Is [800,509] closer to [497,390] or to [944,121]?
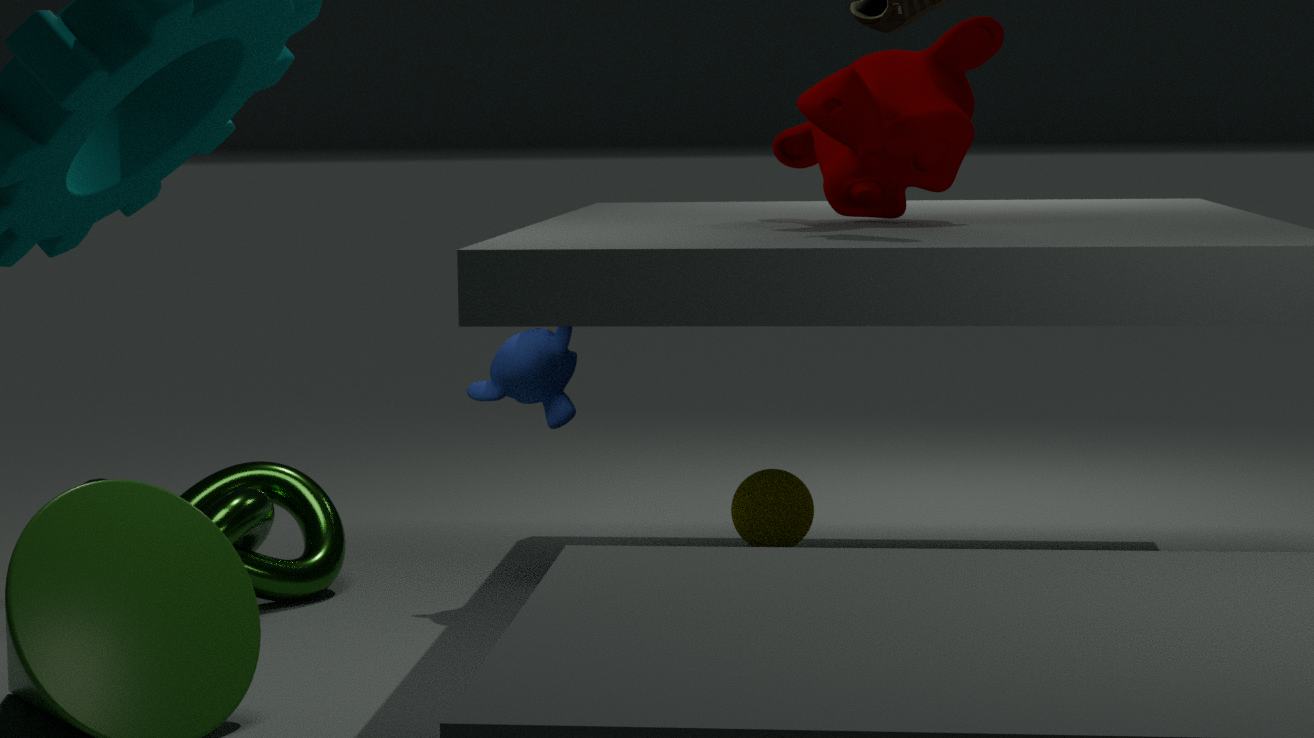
[497,390]
